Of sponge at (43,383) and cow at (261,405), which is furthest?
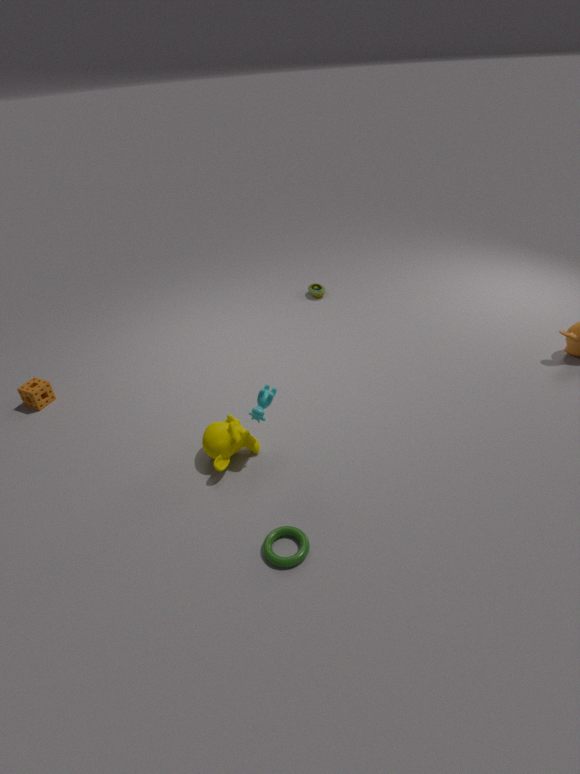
sponge at (43,383)
